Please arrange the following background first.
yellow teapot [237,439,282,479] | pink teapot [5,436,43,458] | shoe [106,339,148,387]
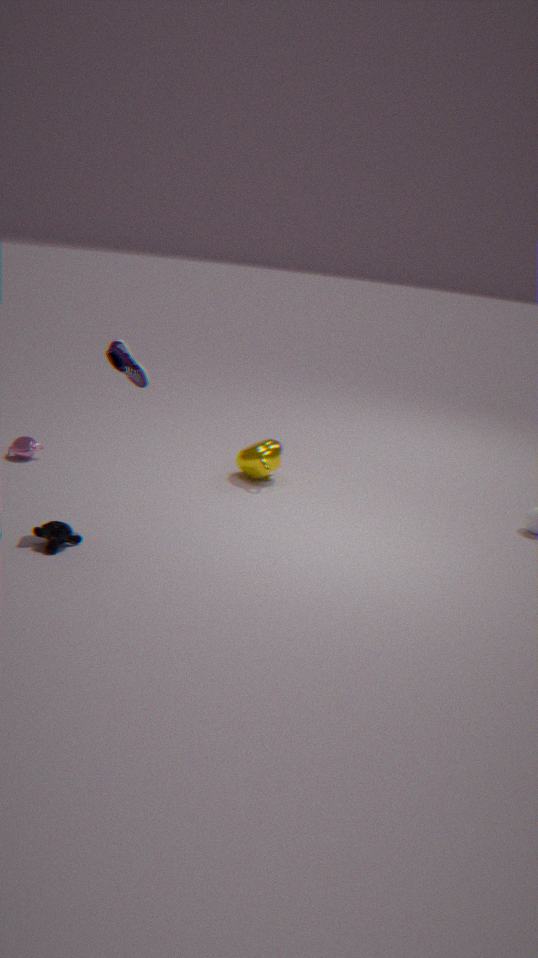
yellow teapot [237,439,282,479] < pink teapot [5,436,43,458] < shoe [106,339,148,387]
